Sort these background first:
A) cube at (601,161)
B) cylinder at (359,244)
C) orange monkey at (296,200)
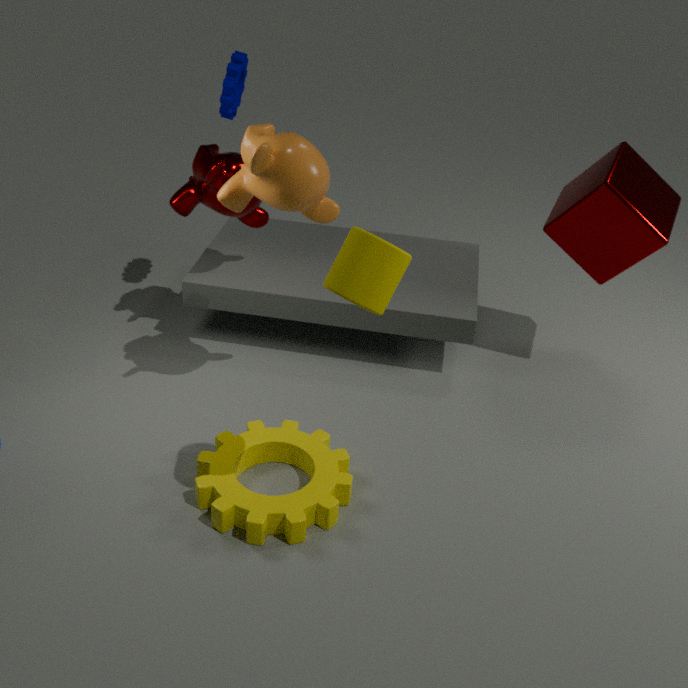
cube at (601,161) → orange monkey at (296,200) → cylinder at (359,244)
